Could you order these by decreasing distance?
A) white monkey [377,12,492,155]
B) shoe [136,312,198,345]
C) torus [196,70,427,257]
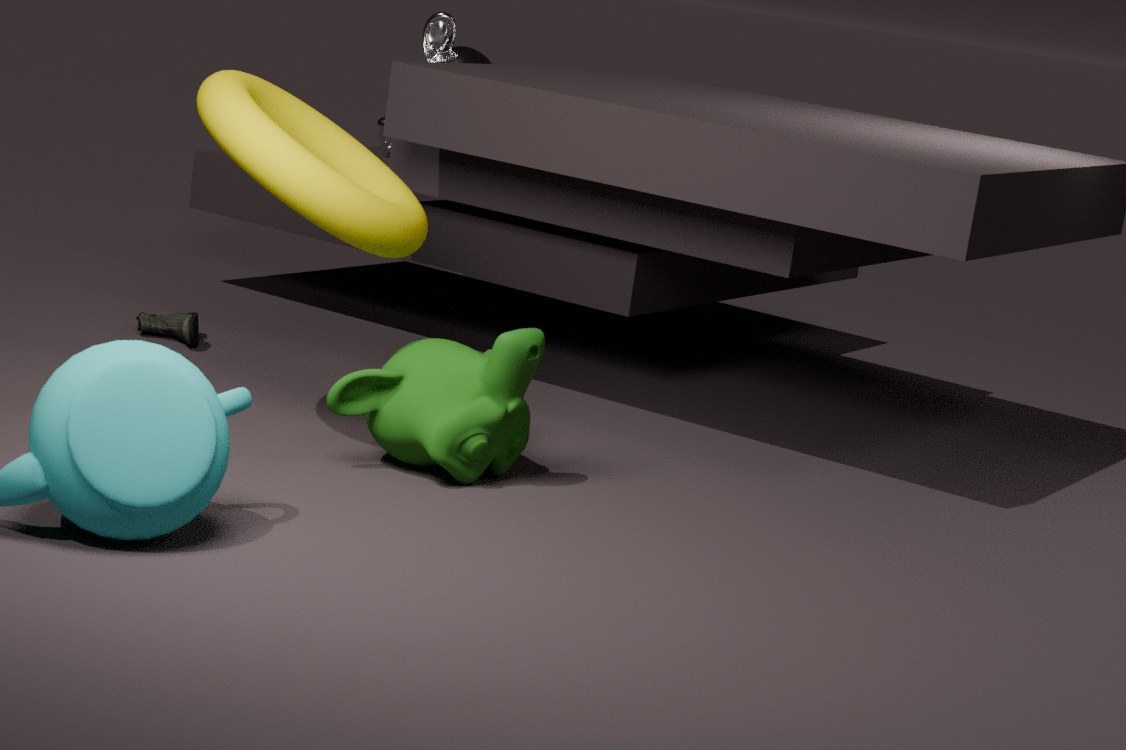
white monkey [377,12,492,155] → shoe [136,312,198,345] → torus [196,70,427,257]
